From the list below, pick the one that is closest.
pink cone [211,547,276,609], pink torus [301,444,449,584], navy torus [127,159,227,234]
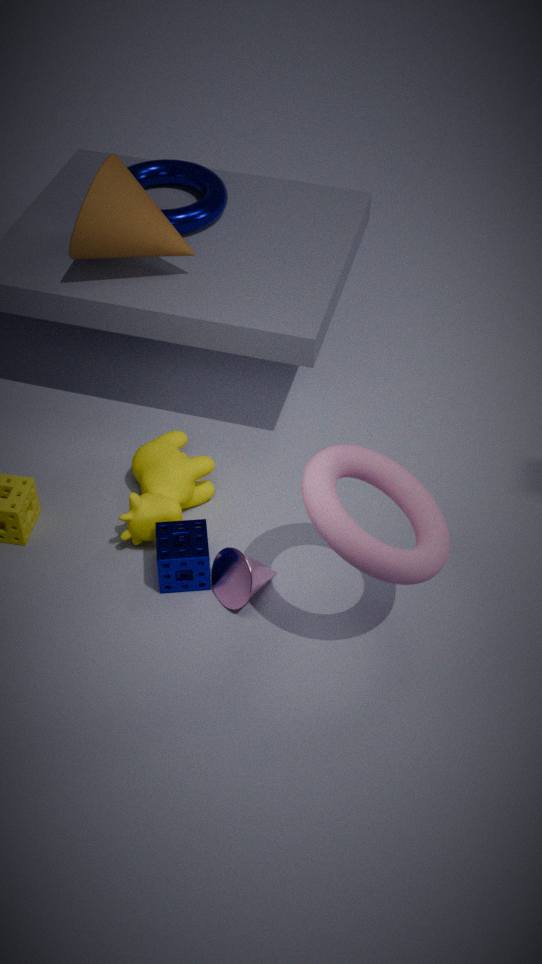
pink torus [301,444,449,584]
